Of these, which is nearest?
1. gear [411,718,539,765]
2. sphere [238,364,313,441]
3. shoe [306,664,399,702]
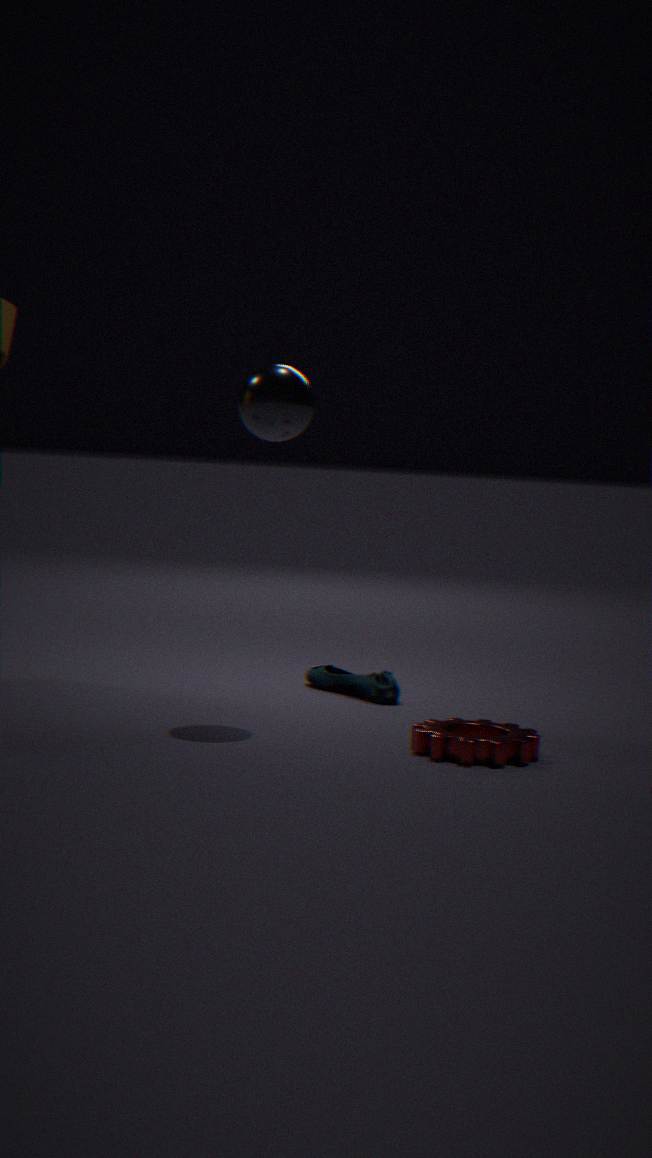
gear [411,718,539,765]
